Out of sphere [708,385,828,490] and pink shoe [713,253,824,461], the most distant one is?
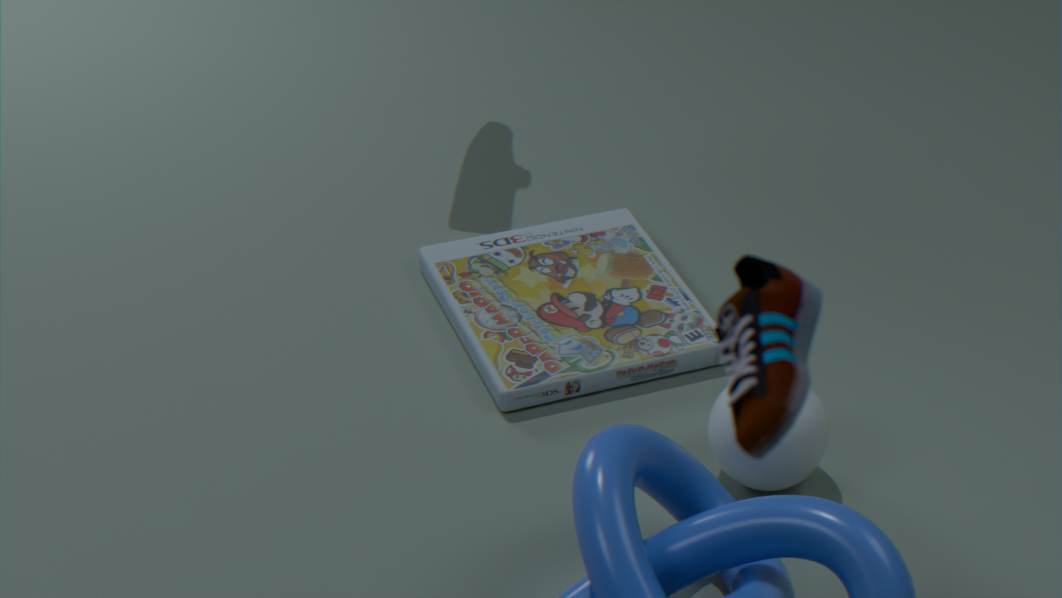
sphere [708,385,828,490]
